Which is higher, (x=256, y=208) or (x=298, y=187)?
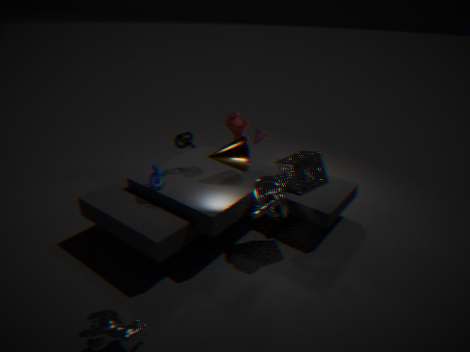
(x=298, y=187)
